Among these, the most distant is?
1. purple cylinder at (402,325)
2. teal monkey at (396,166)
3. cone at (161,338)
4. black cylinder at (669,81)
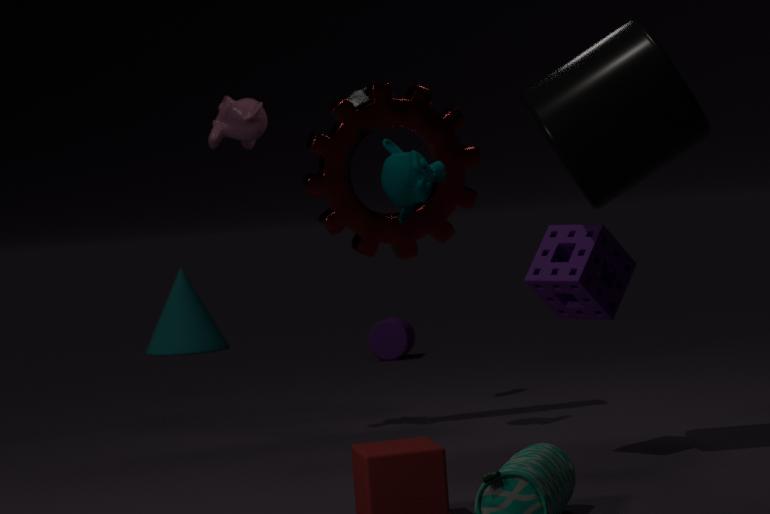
cone at (161,338)
